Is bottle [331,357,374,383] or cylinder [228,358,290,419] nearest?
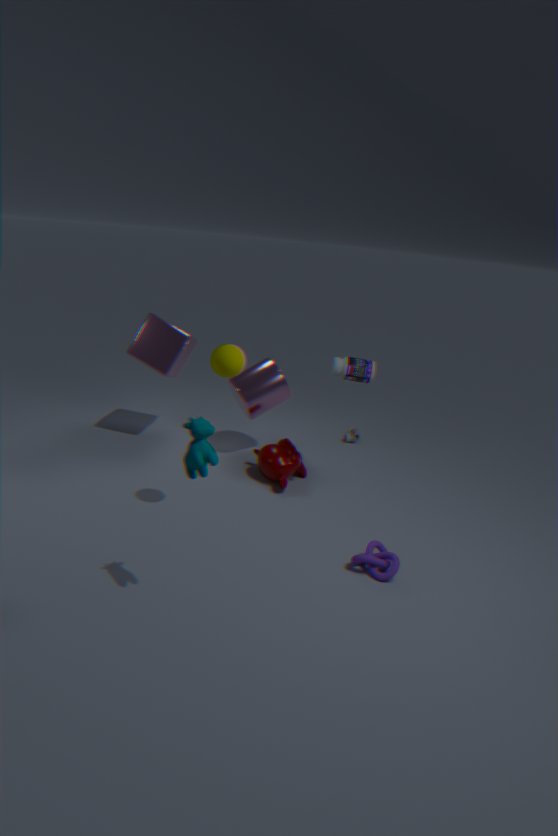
bottle [331,357,374,383]
